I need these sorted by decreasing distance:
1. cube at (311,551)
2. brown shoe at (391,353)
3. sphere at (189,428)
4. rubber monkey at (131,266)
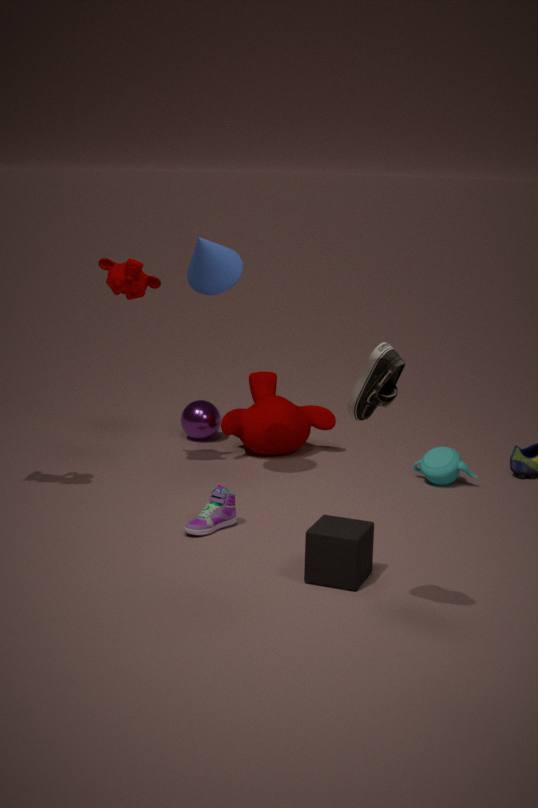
1. sphere at (189,428)
2. rubber monkey at (131,266)
3. cube at (311,551)
4. brown shoe at (391,353)
